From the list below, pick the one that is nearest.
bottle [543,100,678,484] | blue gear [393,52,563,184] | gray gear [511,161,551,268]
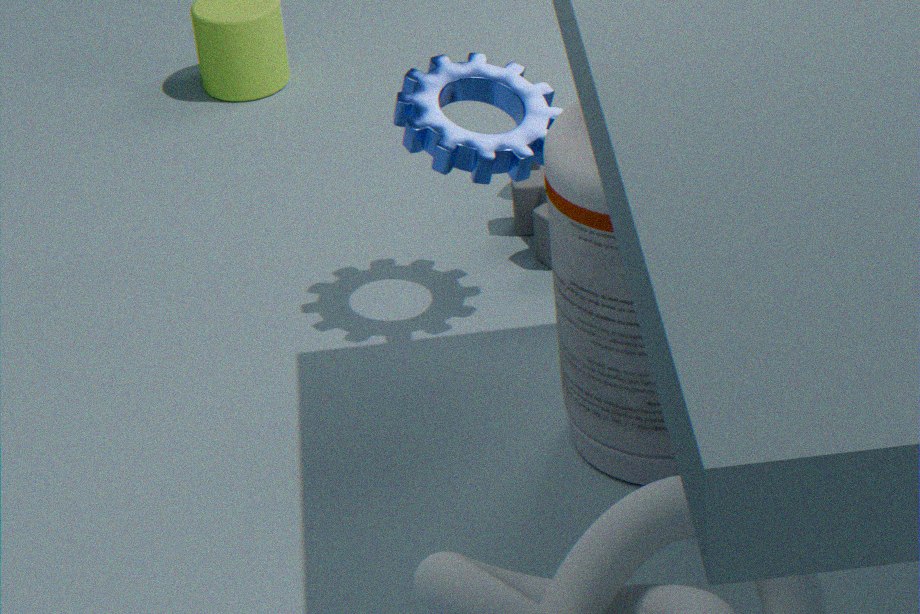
bottle [543,100,678,484]
